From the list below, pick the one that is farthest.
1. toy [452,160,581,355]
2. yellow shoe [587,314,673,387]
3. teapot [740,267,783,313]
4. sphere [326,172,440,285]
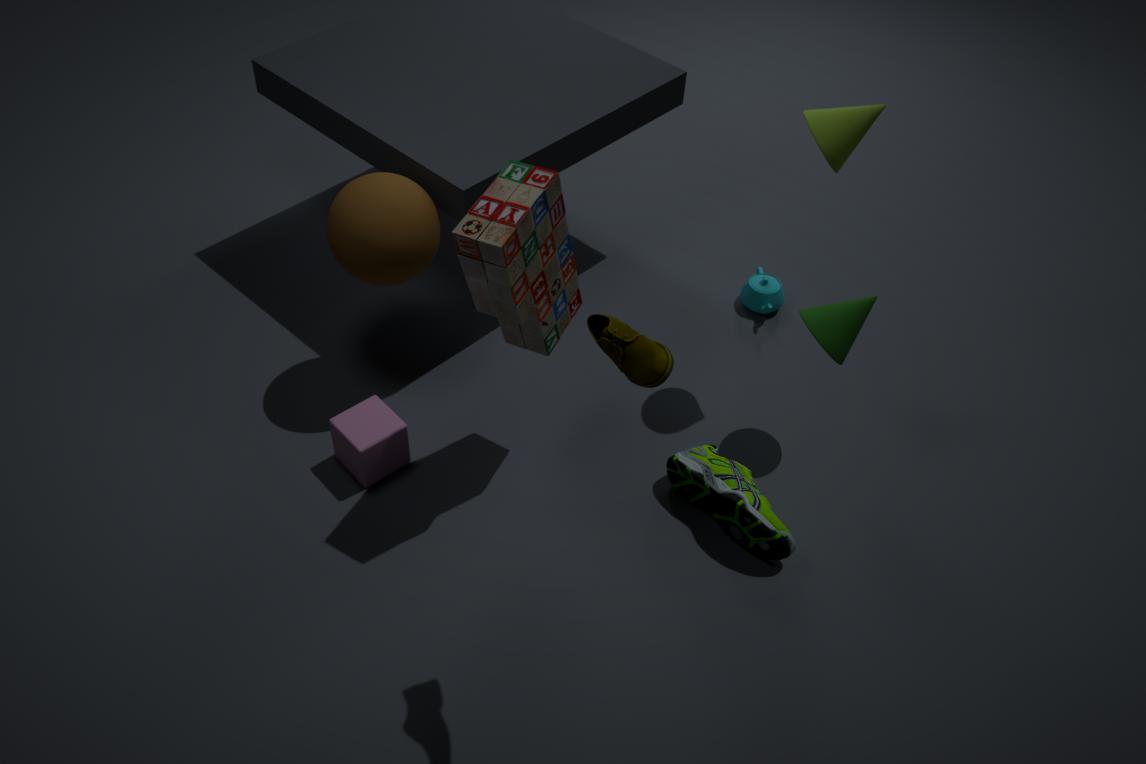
teapot [740,267,783,313]
